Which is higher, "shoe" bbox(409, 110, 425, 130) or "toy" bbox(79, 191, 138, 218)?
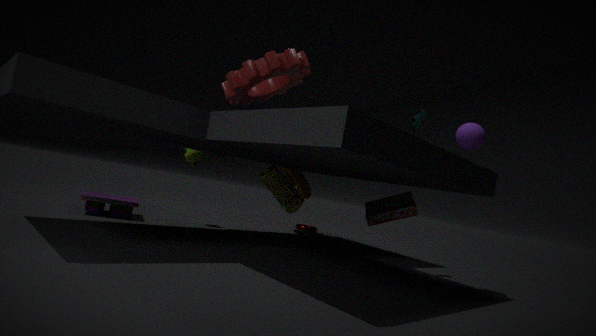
"shoe" bbox(409, 110, 425, 130)
